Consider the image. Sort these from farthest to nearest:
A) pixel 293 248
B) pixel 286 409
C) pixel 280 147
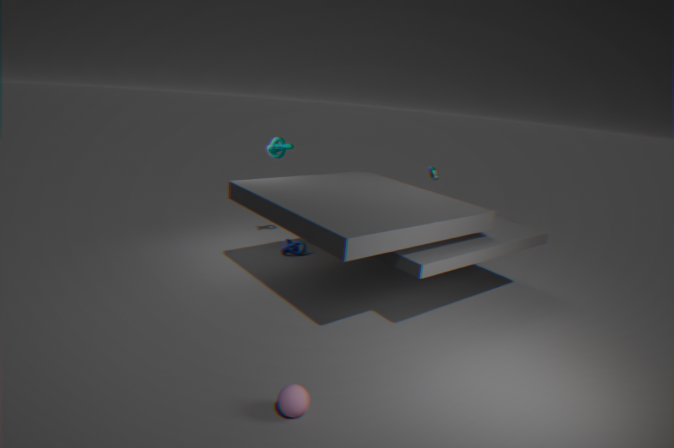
pixel 293 248, pixel 280 147, pixel 286 409
